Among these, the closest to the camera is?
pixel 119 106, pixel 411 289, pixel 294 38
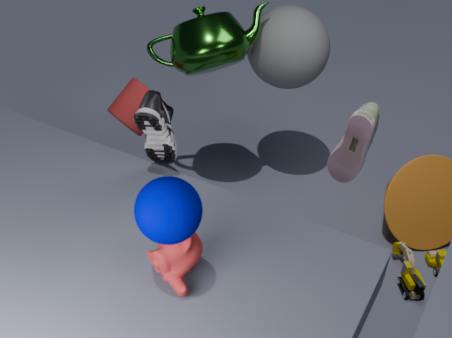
pixel 119 106
